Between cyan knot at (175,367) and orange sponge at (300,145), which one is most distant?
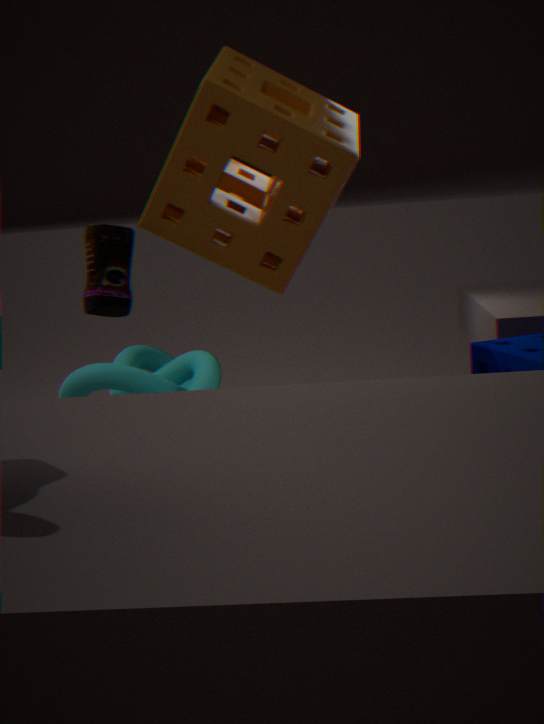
cyan knot at (175,367)
